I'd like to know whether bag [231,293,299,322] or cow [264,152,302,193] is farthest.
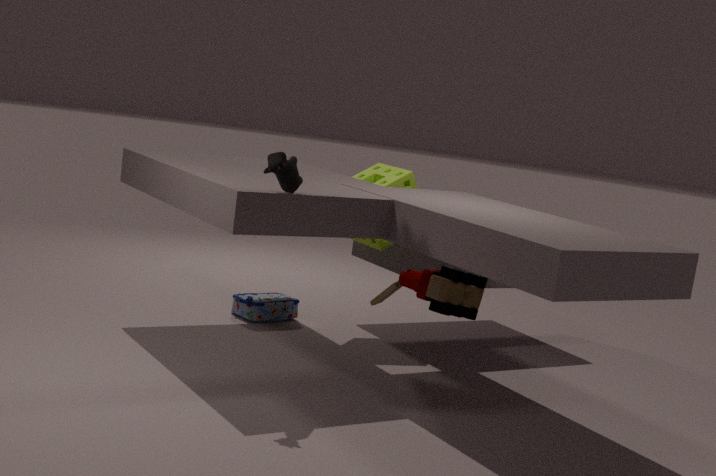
bag [231,293,299,322]
